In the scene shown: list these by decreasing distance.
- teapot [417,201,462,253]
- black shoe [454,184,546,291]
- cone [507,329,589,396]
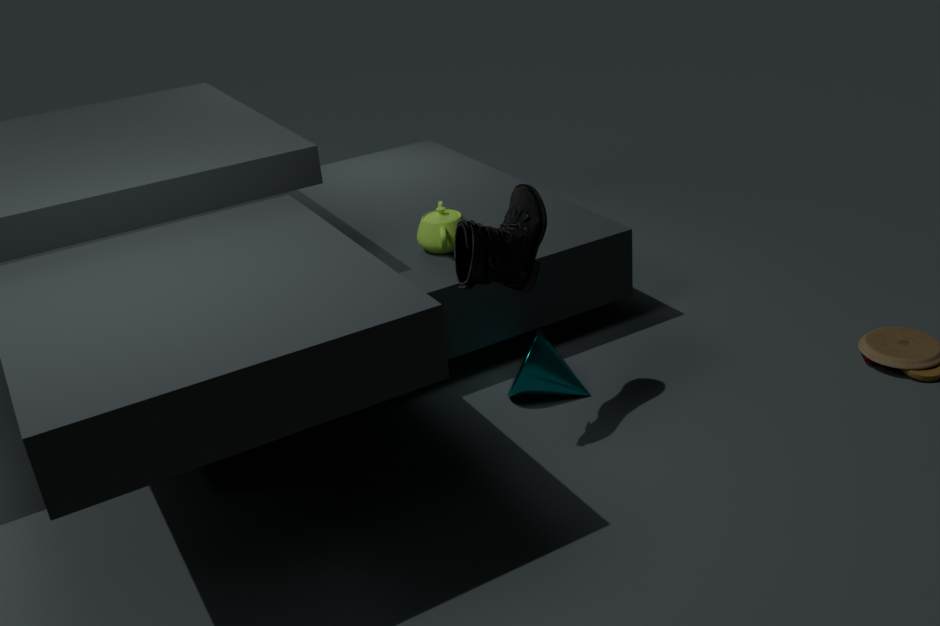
teapot [417,201,462,253] → cone [507,329,589,396] → black shoe [454,184,546,291]
